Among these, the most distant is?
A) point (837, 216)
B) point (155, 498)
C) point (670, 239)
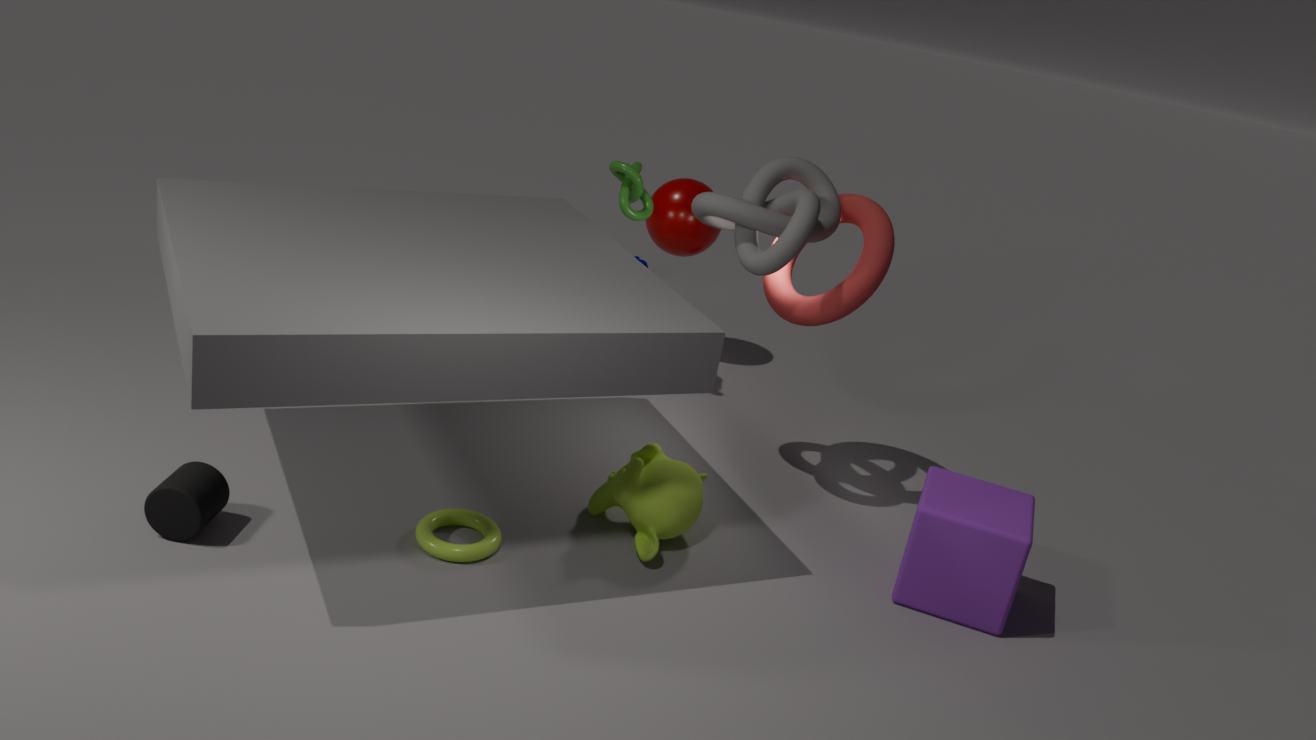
point (670, 239)
